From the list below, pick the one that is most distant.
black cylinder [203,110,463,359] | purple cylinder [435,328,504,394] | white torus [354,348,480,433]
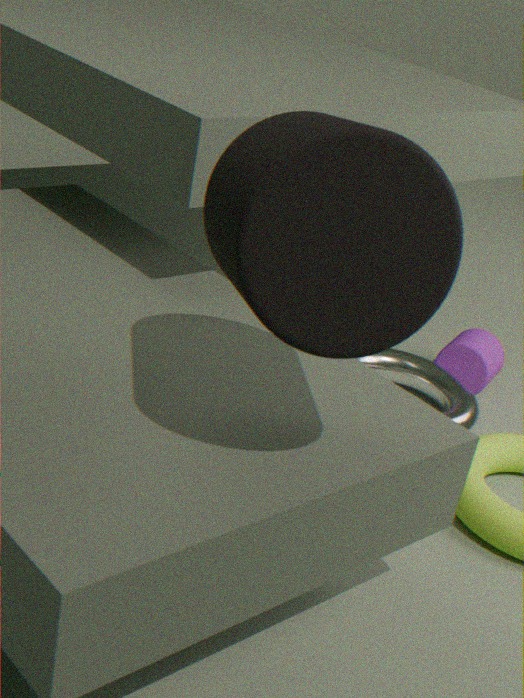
purple cylinder [435,328,504,394]
